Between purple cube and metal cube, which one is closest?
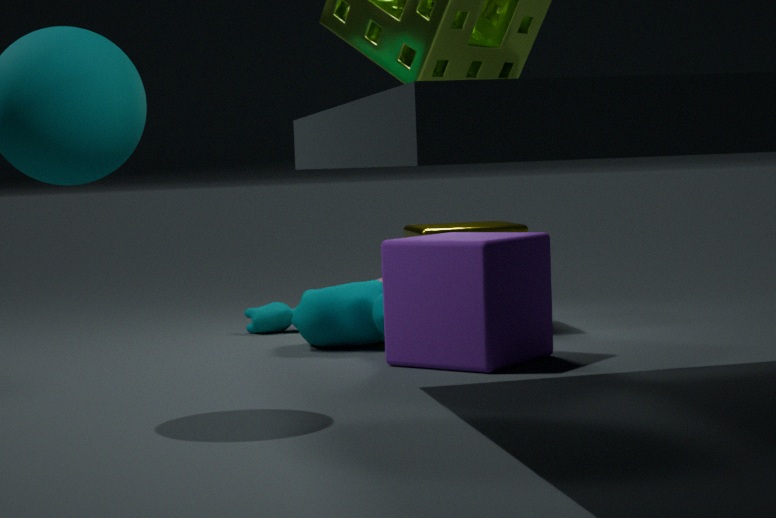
purple cube
